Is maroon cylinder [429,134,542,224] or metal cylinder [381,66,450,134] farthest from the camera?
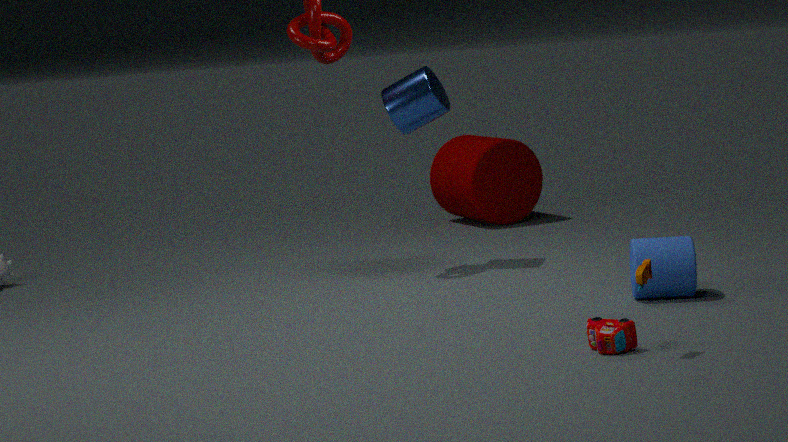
maroon cylinder [429,134,542,224]
